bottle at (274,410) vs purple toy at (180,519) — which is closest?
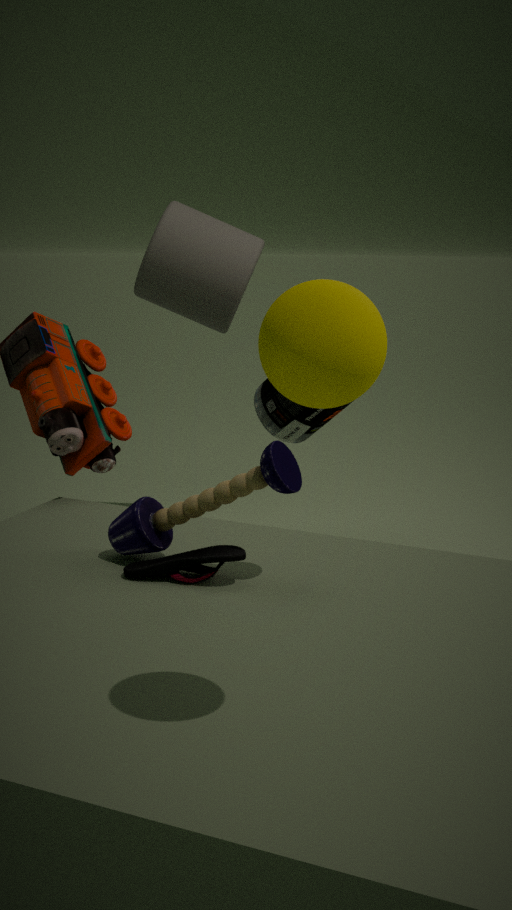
purple toy at (180,519)
